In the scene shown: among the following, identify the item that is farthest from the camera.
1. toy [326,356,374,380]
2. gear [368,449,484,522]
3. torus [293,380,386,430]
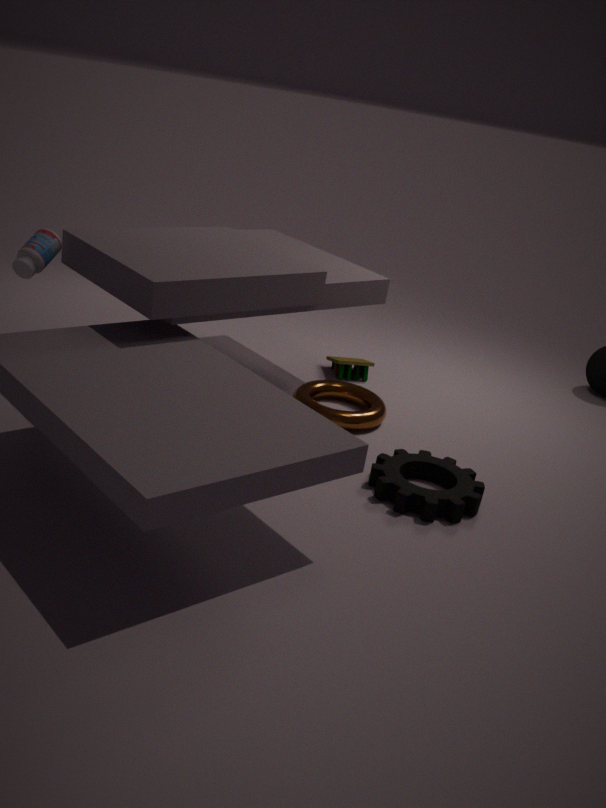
toy [326,356,374,380]
